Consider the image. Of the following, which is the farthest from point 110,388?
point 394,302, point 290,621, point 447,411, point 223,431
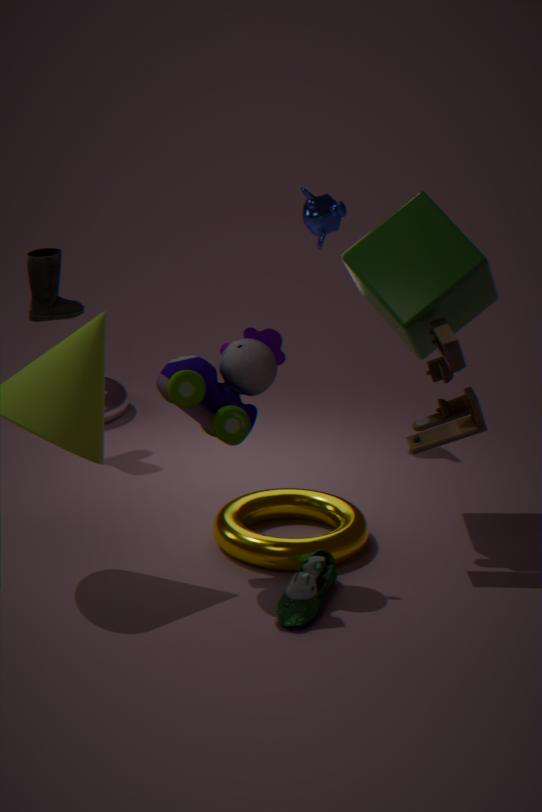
point 447,411
